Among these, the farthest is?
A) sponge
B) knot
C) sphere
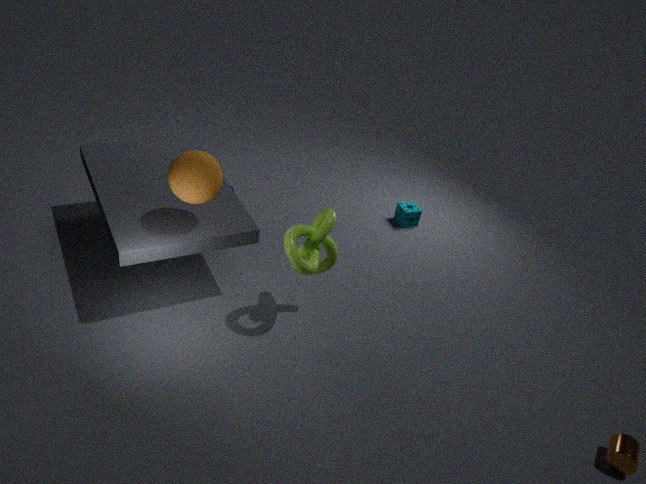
sponge
